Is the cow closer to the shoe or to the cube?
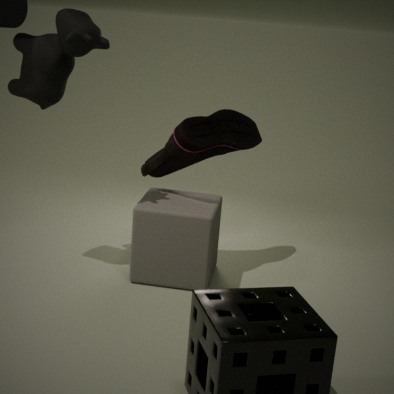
the shoe
